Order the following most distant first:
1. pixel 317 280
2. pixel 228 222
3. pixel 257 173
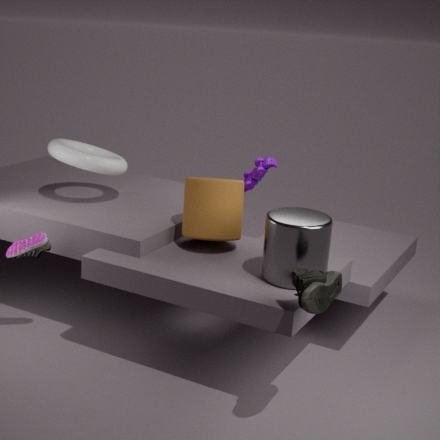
pixel 257 173
pixel 228 222
pixel 317 280
